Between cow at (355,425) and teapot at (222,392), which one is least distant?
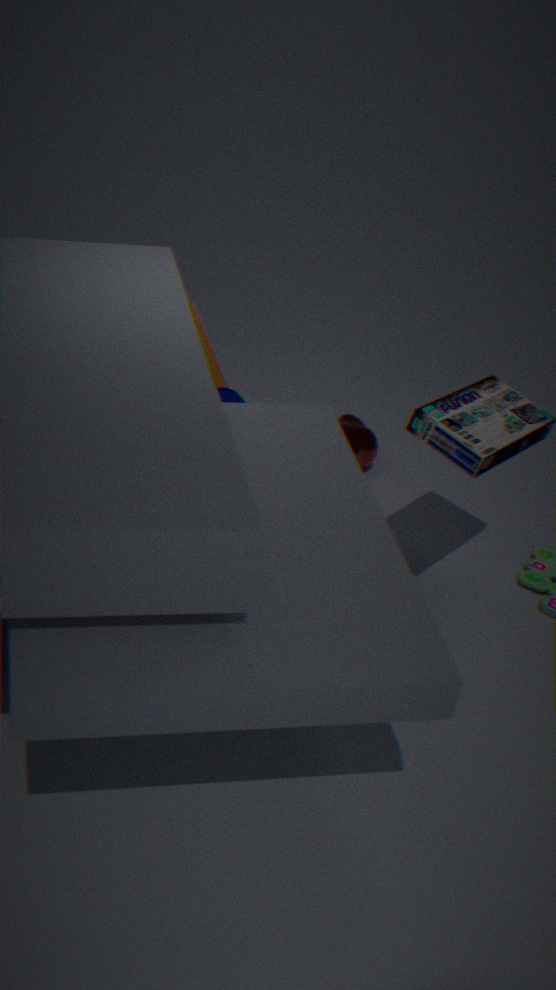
teapot at (222,392)
